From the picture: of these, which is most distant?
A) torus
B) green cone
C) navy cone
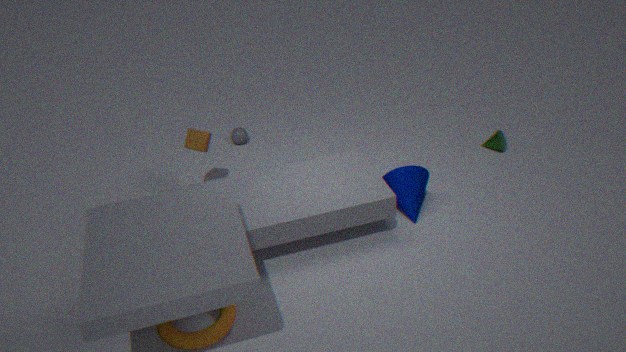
green cone
